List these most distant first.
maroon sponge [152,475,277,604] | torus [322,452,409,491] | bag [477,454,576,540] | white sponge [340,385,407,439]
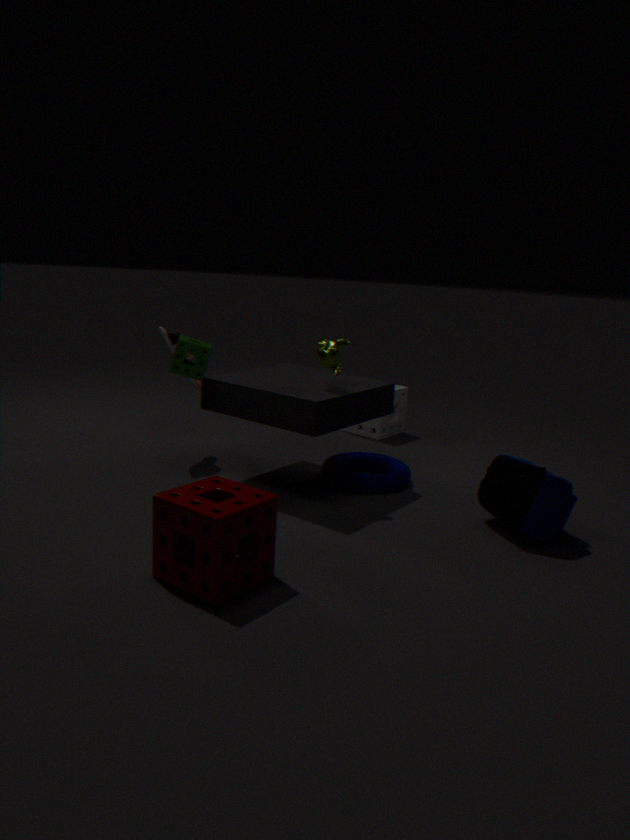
white sponge [340,385,407,439] → torus [322,452,409,491] → bag [477,454,576,540] → maroon sponge [152,475,277,604]
